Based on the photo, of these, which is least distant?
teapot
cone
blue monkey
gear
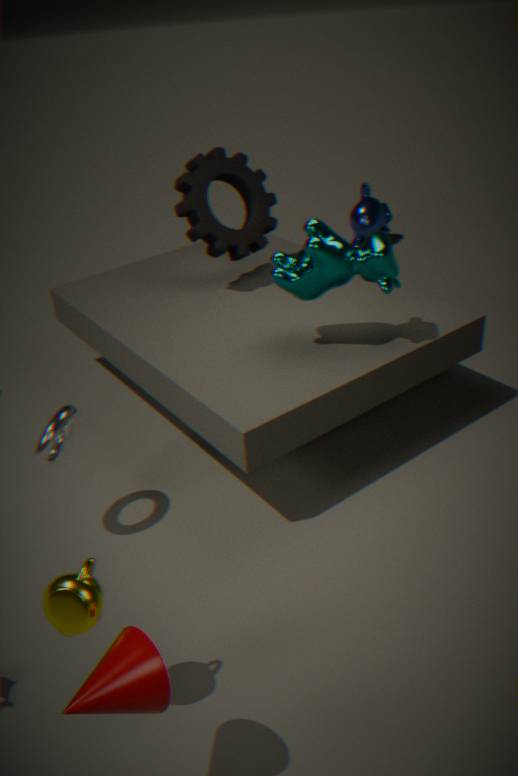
cone
